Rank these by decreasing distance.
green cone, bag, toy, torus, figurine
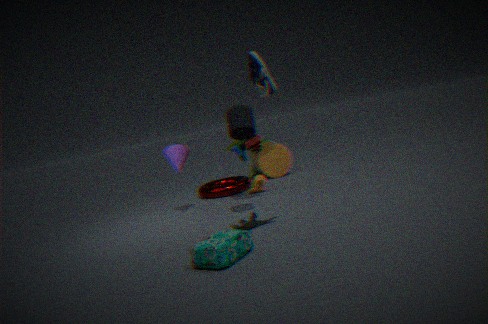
green cone → torus → toy → figurine → bag
